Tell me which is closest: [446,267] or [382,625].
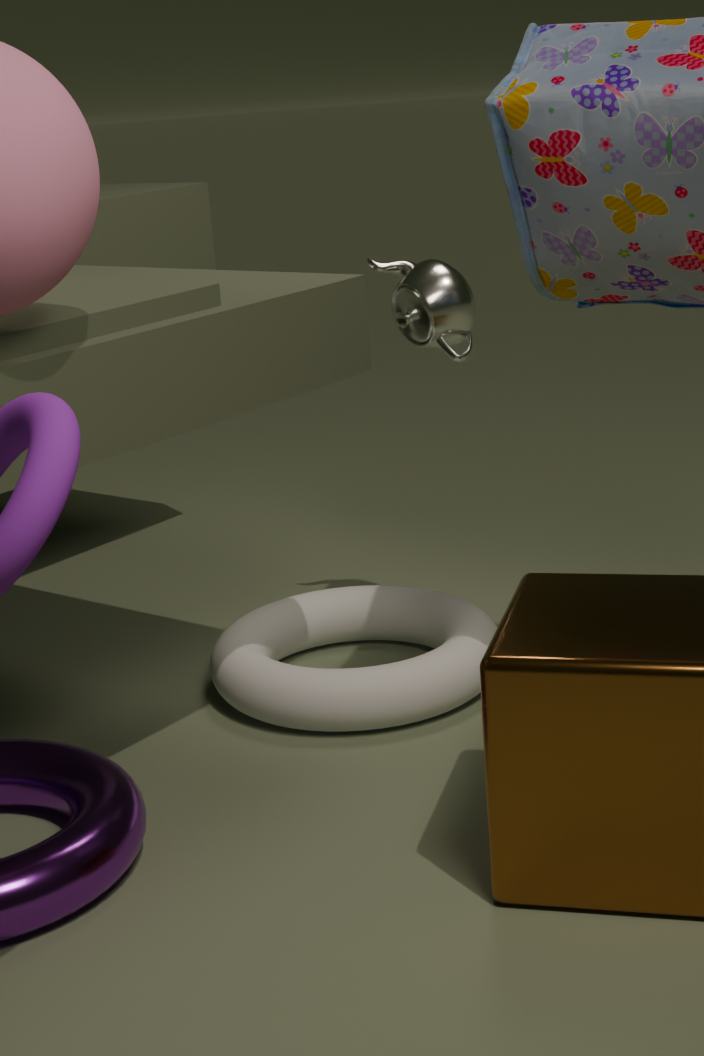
[446,267]
